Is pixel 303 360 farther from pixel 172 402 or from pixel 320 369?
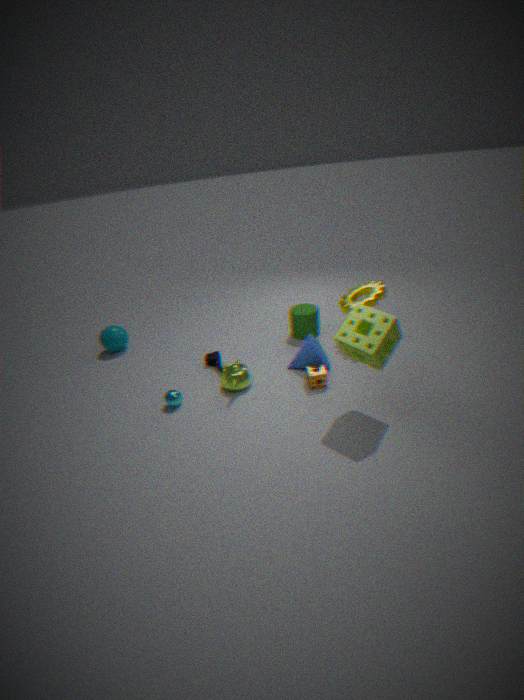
pixel 172 402
